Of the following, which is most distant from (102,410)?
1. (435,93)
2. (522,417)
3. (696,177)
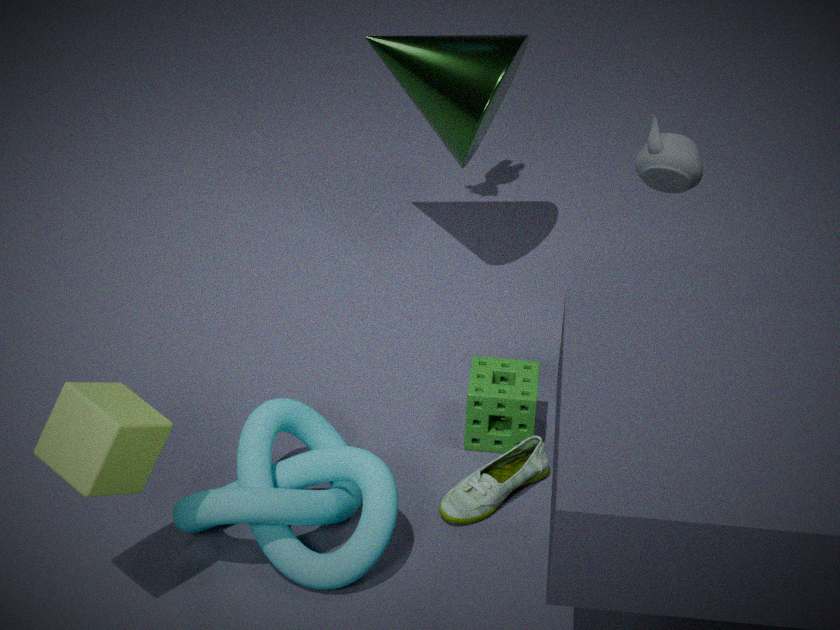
(435,93)
